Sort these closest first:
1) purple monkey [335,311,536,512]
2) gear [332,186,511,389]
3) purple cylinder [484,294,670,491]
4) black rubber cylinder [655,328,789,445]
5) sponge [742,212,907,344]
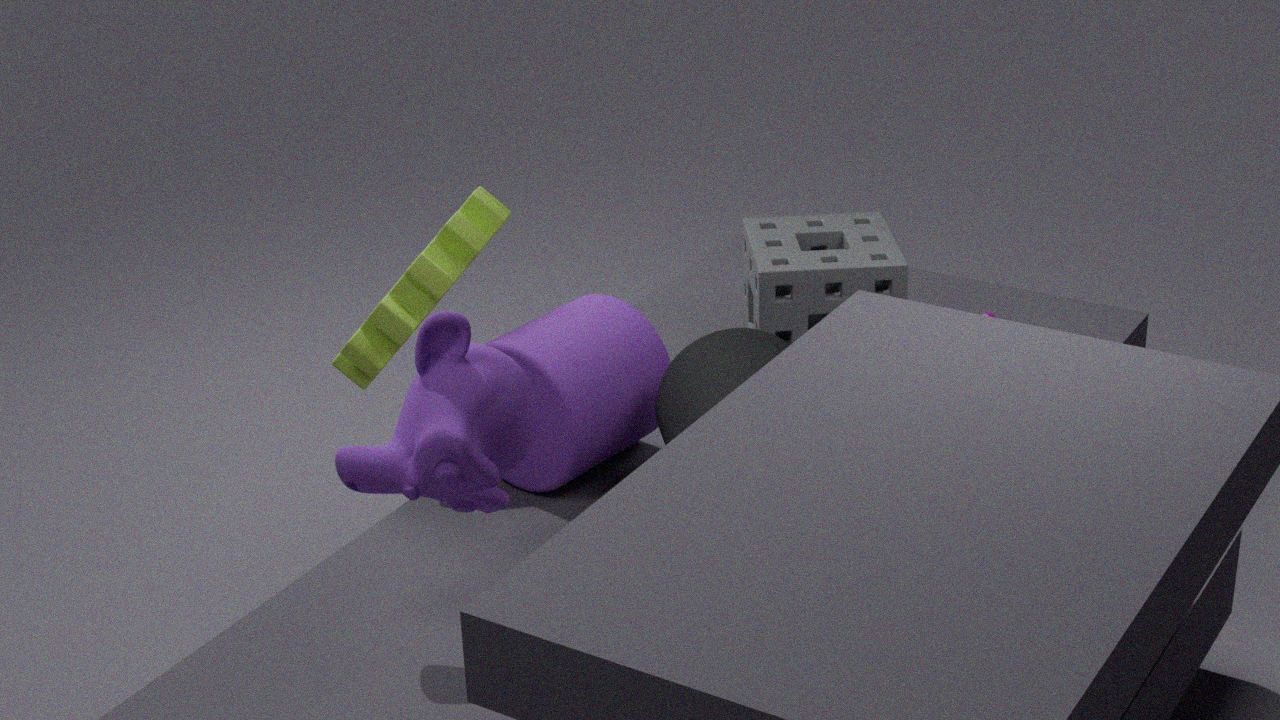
1. purple monkey [335,311,536,512]
4. black rubber cylinder [655,328,789,445]
3. purple cylinder [484,294,670,491]
2. gear [332,186,511,389]
5. sponge [742,212,907,344]
